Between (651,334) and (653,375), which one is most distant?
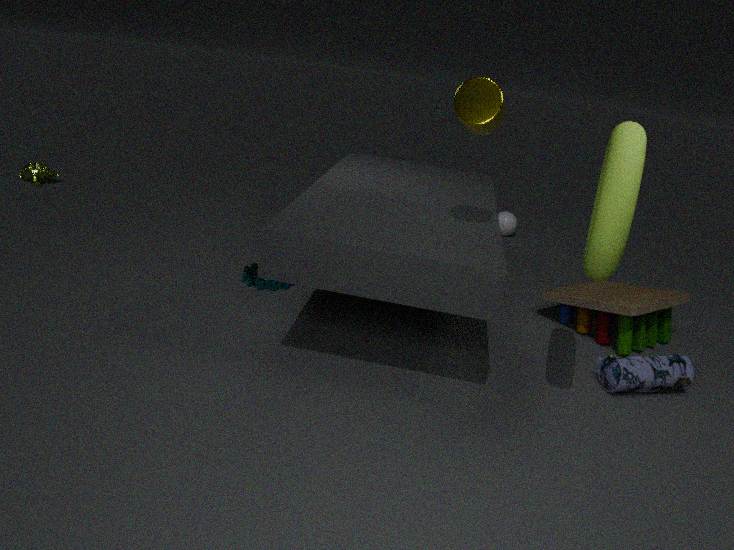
(651,334)
